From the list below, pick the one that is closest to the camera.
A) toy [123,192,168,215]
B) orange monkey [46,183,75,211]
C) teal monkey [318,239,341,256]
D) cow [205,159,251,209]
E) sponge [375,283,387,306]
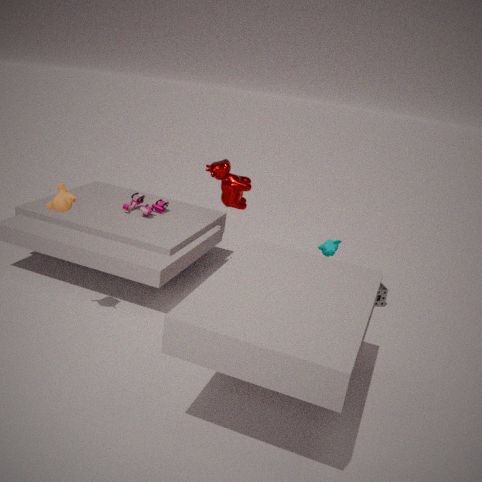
orange monkey [46,183,75,211]
